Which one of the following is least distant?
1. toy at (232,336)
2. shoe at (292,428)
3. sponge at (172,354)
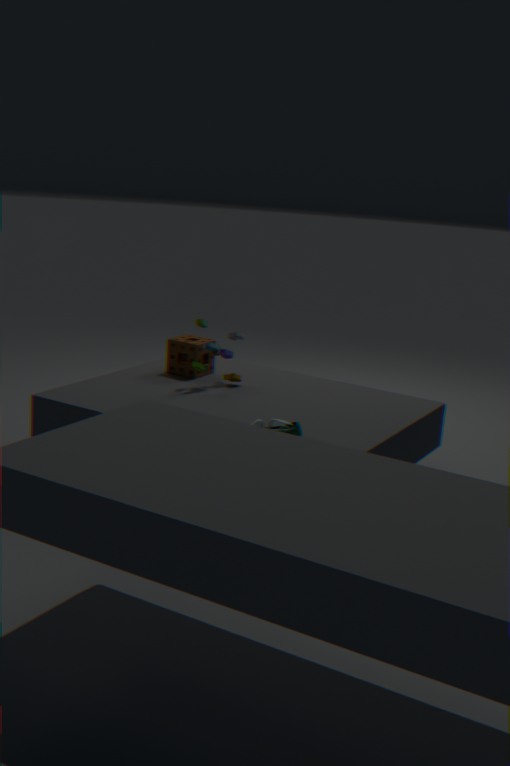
shoe at (292,428)
